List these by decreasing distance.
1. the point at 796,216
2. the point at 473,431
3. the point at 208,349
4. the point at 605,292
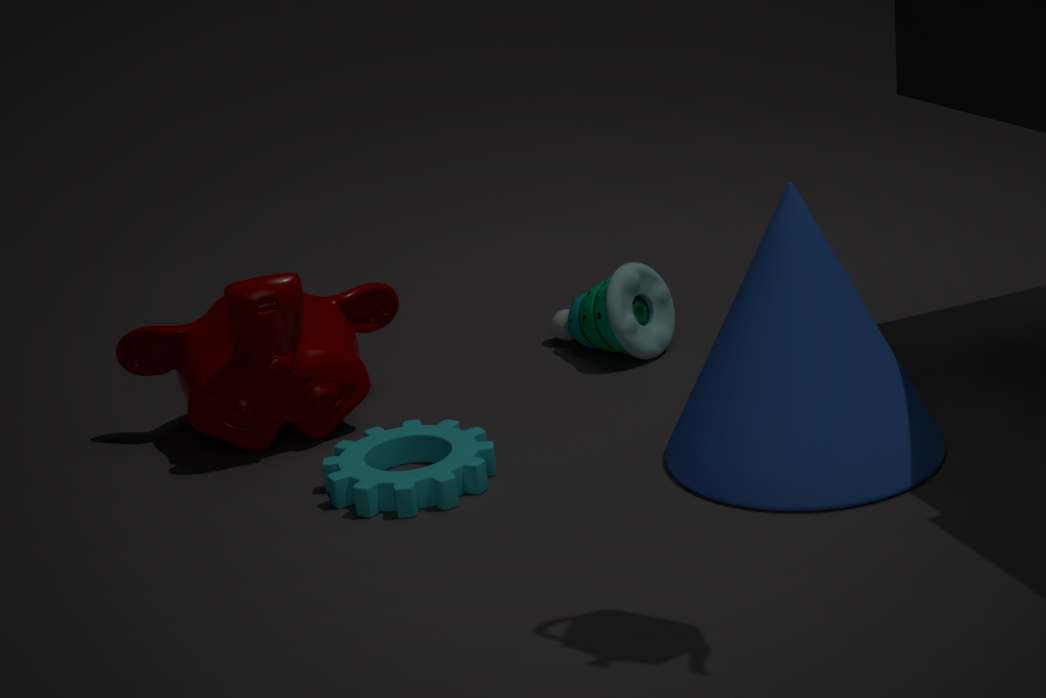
1. the point at 605,292
2. the point at 208,349
3. the point at 473,431
4. the point at 796,216
